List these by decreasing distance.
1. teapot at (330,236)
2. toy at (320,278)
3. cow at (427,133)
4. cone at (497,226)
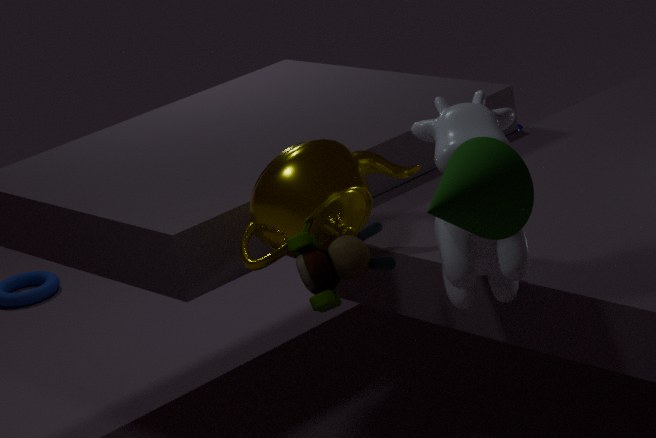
teapot at (330,236)
toy at (320,278)
cow at (427,133)
cone at (497,226)
